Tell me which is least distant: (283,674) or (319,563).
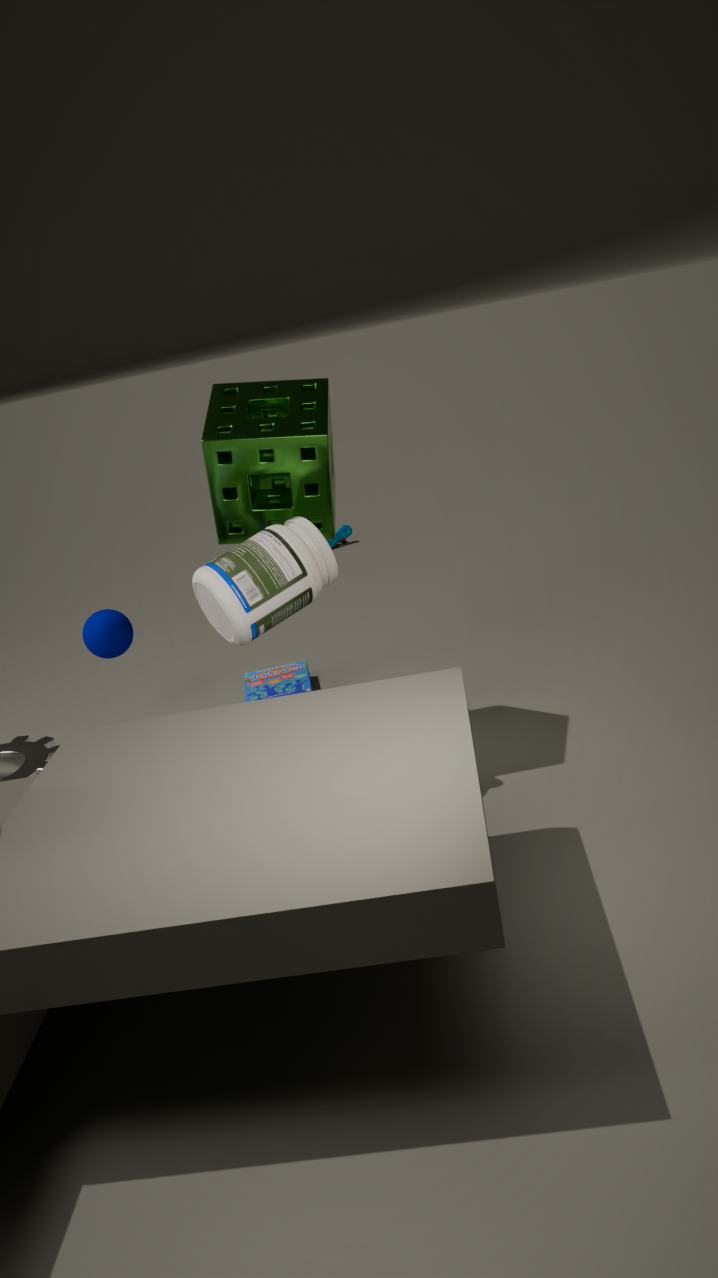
(319,563)
